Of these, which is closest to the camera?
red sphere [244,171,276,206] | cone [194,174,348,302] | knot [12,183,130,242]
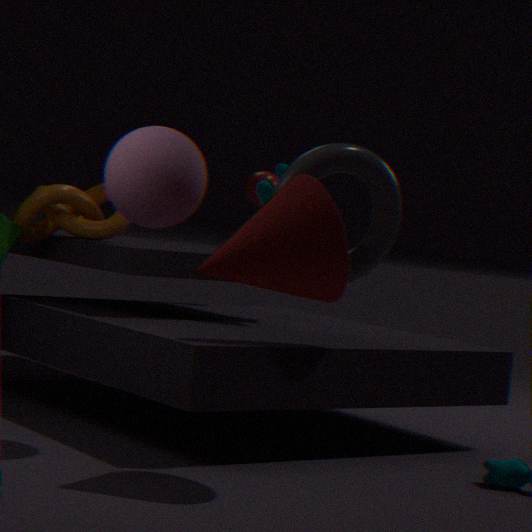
cone [194,174,348,302]
